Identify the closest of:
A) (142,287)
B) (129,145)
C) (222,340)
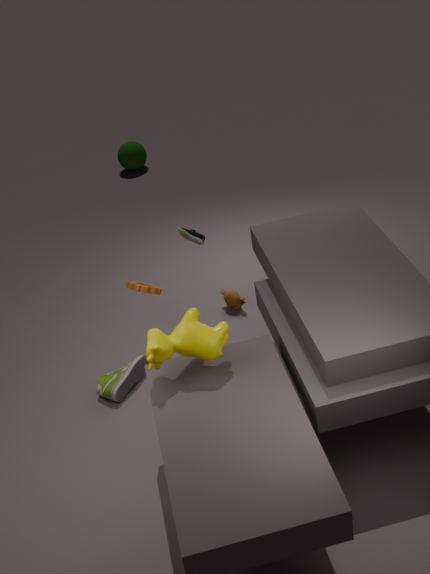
(222,340)
